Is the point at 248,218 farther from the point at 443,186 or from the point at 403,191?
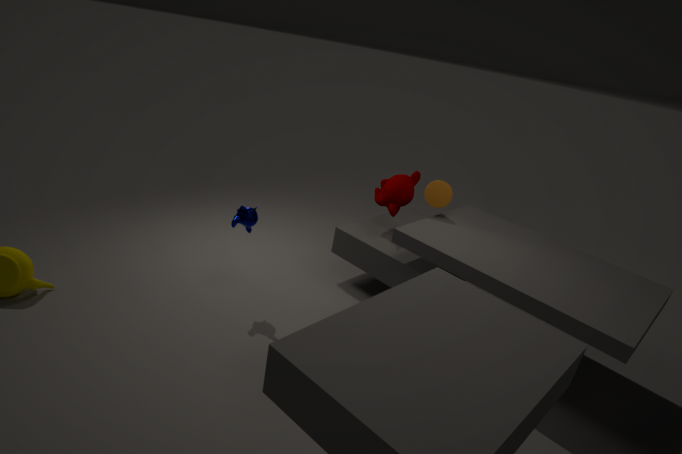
the point at 443,186
